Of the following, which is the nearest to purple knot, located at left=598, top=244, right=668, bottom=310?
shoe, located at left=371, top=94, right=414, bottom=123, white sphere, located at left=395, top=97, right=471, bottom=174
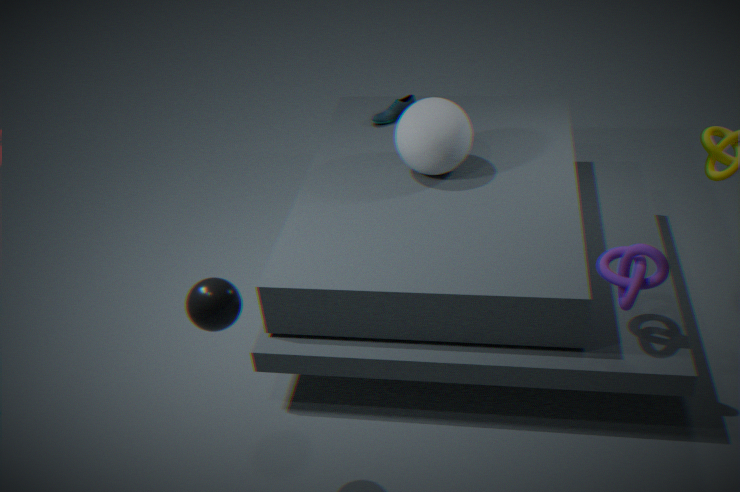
white sphere, located at left=395, top=97, right=471, bottom=174
